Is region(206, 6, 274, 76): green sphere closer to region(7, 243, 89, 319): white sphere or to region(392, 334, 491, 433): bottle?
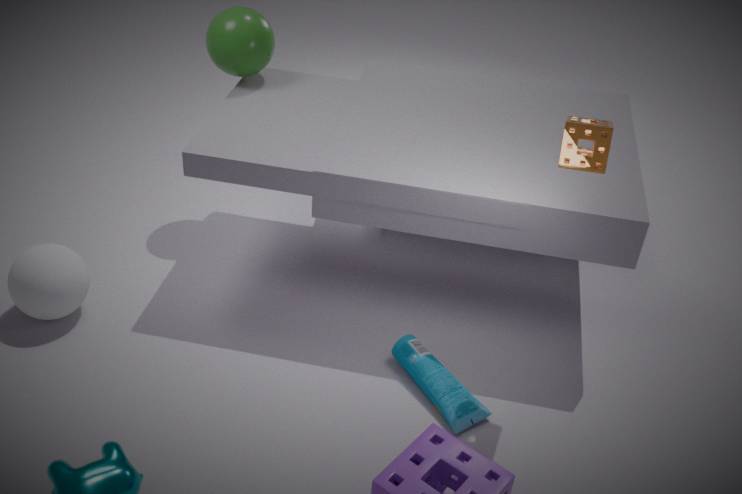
region(7, 243, 89, 319): white sphere
